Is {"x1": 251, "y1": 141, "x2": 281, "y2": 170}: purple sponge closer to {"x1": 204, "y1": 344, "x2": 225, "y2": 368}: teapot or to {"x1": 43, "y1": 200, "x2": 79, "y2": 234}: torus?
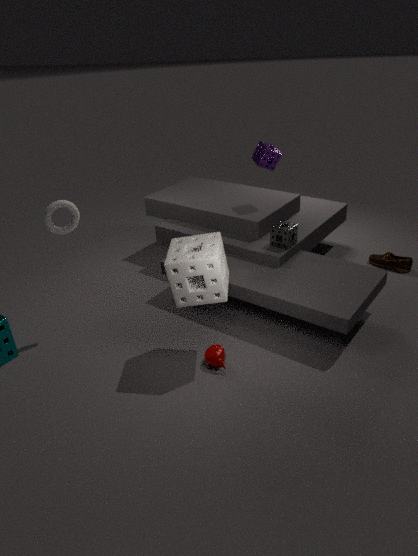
{"x1": 43, "y1": 200, "x2": 79, "y2": 234}: torus
